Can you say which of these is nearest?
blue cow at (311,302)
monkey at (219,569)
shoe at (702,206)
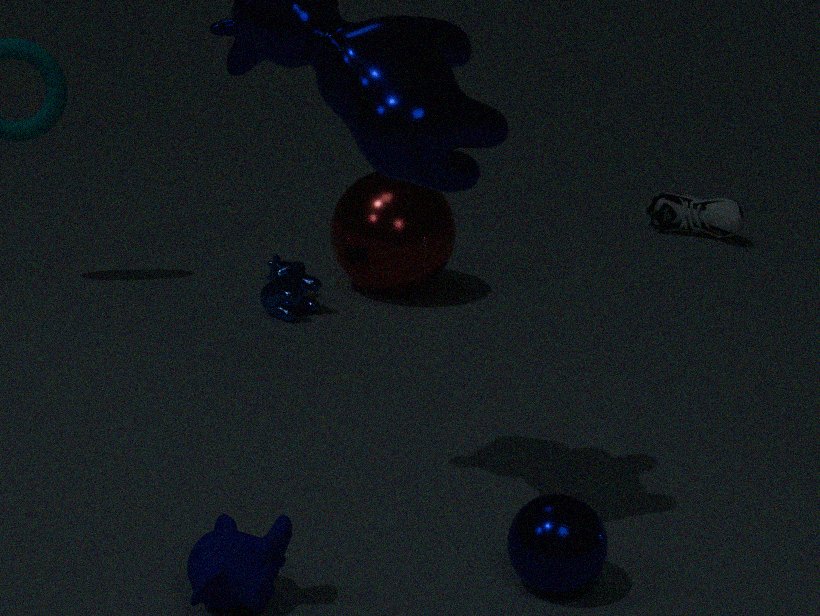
monkey at (219,569)
